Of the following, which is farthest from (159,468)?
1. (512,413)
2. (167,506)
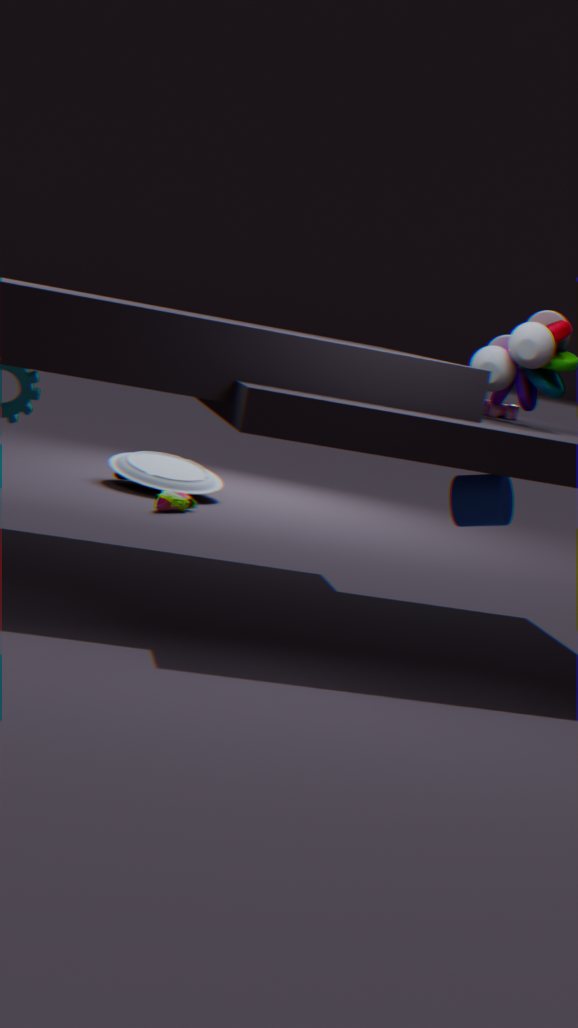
(512,413)
